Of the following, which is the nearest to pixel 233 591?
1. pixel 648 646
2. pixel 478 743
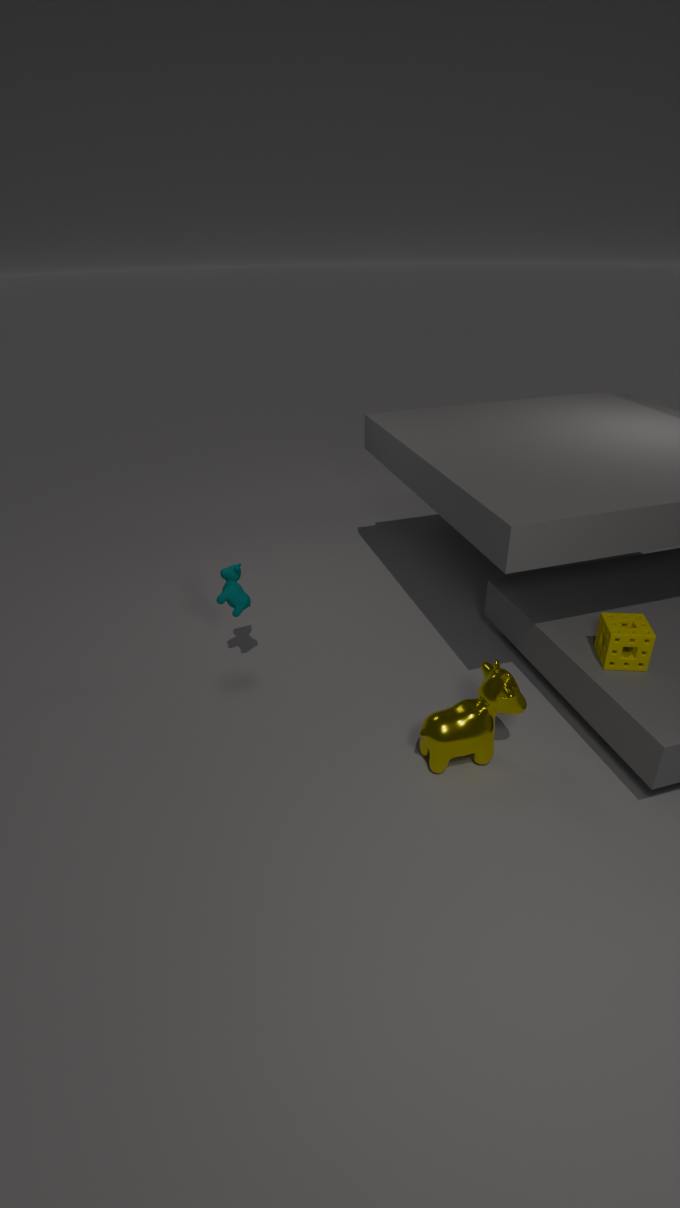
pixel 478 743
